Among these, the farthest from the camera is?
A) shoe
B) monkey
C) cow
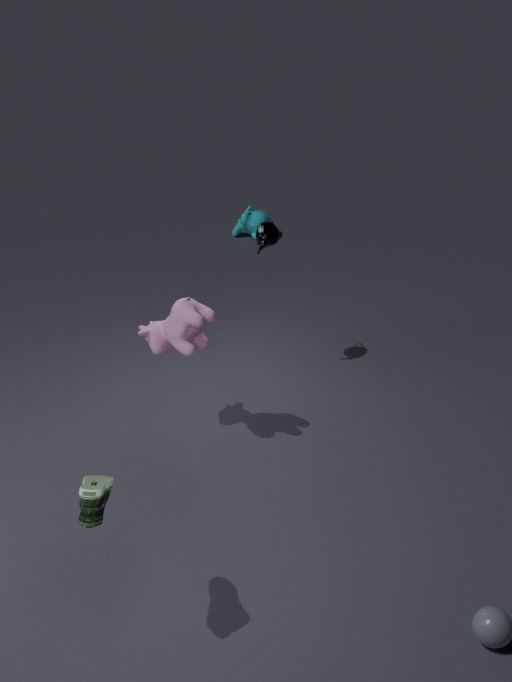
monkey
